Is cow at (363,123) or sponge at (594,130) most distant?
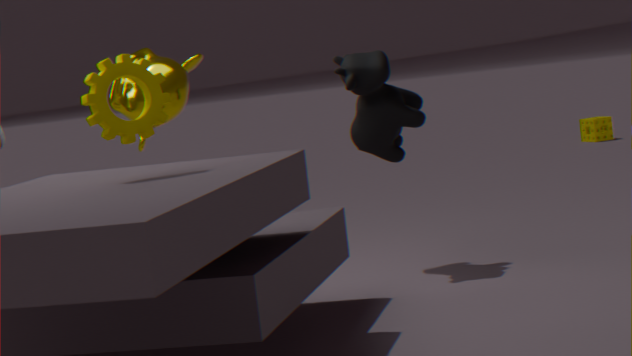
sponge at (594,130)
